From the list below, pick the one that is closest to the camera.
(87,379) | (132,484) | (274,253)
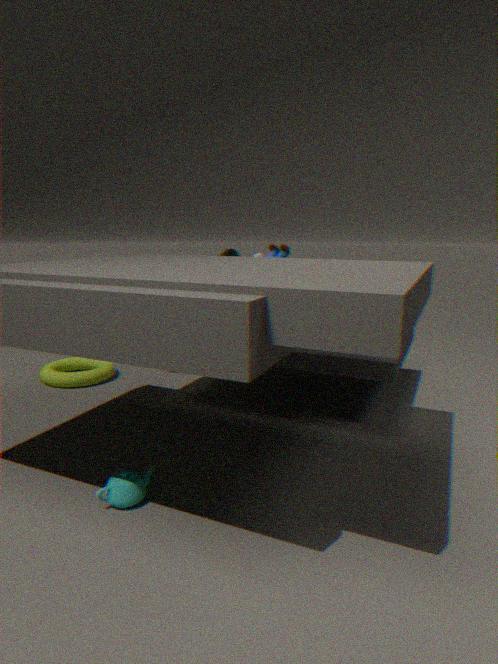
(132,484)
